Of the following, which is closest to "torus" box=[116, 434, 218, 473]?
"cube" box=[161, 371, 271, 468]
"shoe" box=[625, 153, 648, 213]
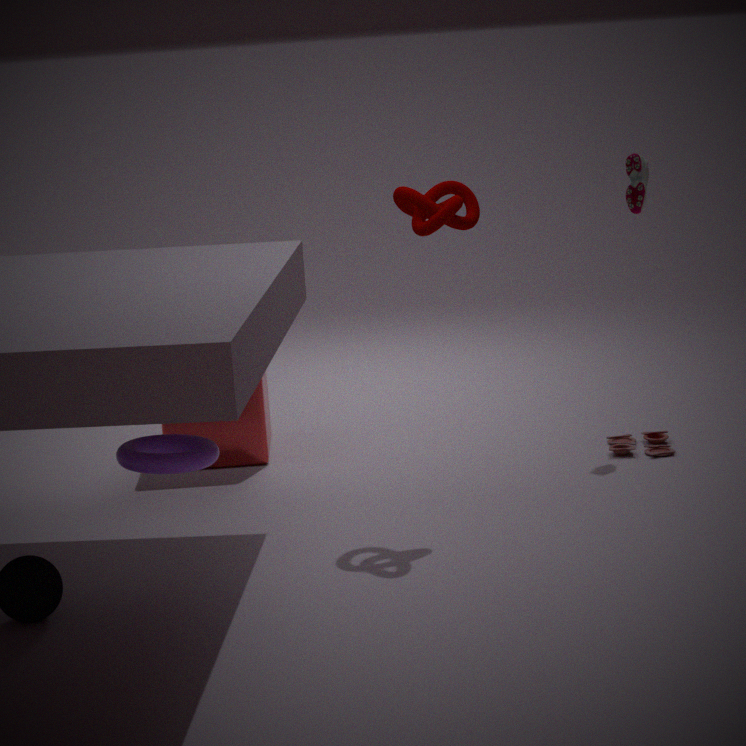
"cube" box=[161, 371, 271, 468]
